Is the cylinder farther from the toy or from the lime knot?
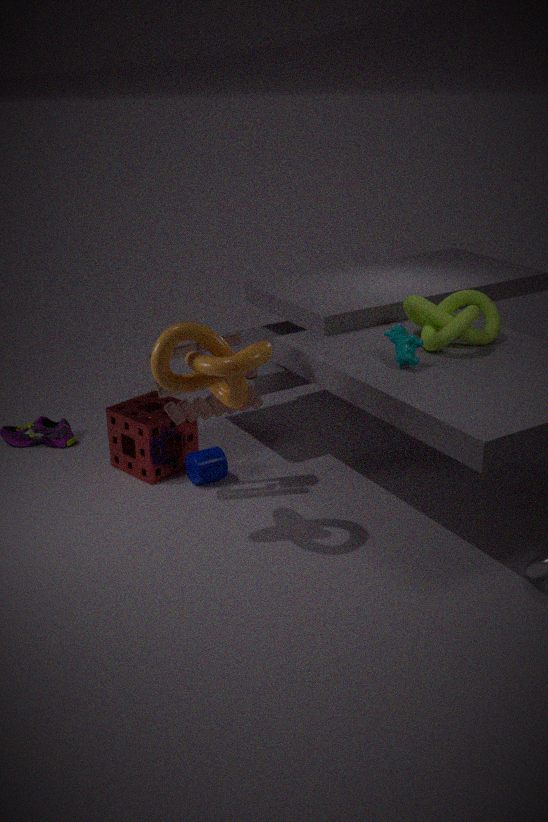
the lime knot
